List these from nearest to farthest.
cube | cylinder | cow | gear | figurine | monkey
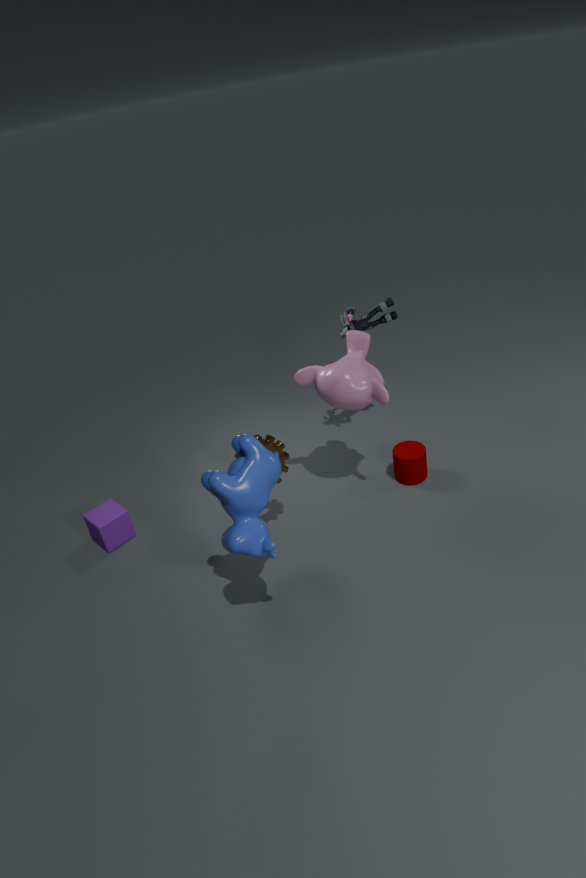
cow → gear → monkey → cube → cylinder → figurine
